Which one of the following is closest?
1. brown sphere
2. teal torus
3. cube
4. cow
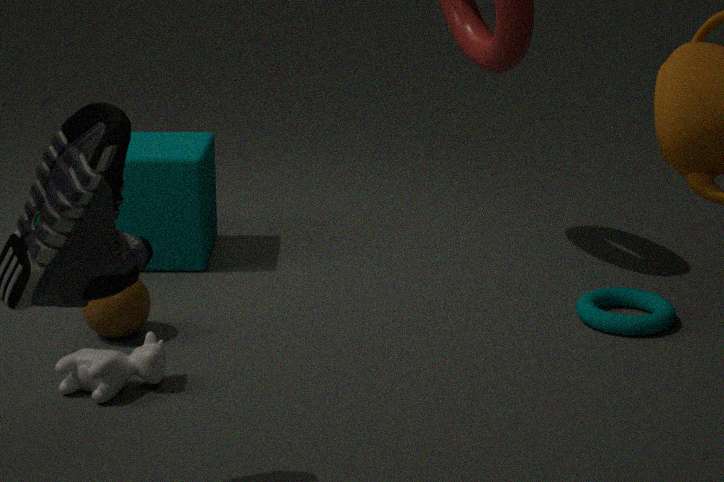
cow
